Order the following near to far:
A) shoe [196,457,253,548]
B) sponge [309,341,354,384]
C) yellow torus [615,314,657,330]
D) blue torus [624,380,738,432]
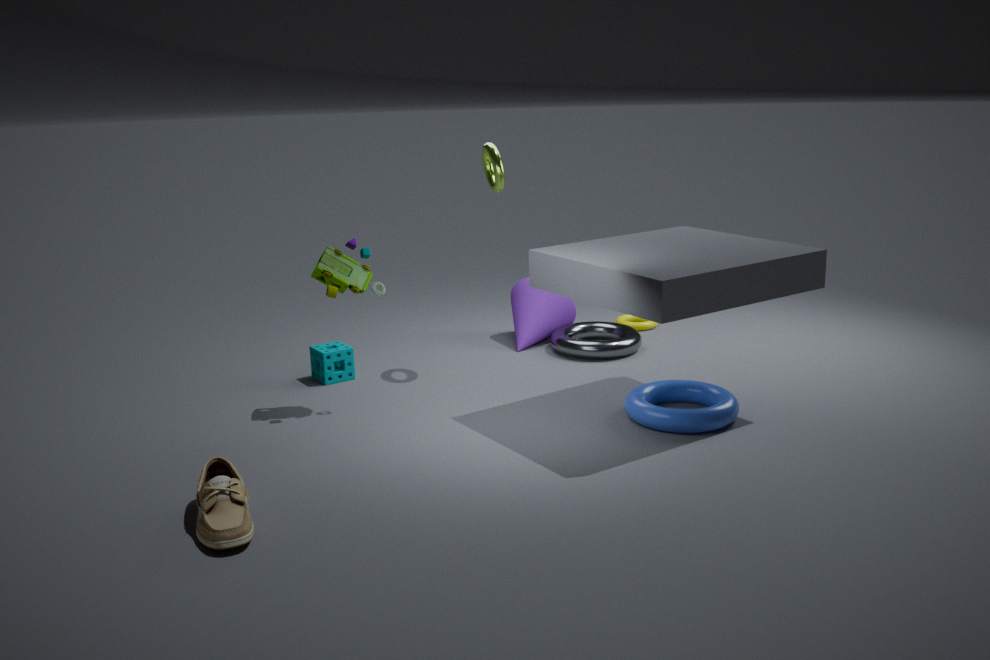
shoe [196,457,253,548]
blue torus [624,380,738,432]
sponge [309,341,354,384]
yellow torus [615,314,657,330]
